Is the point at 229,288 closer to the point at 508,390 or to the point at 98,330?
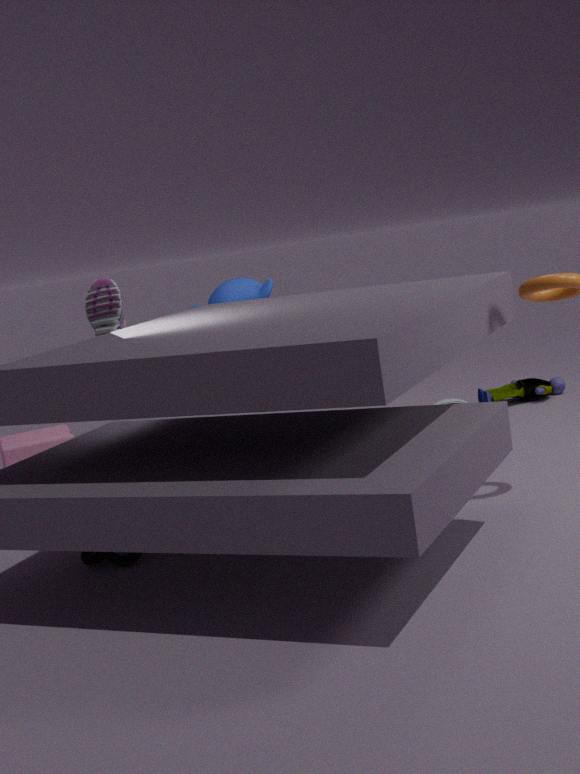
the point at 98,330
